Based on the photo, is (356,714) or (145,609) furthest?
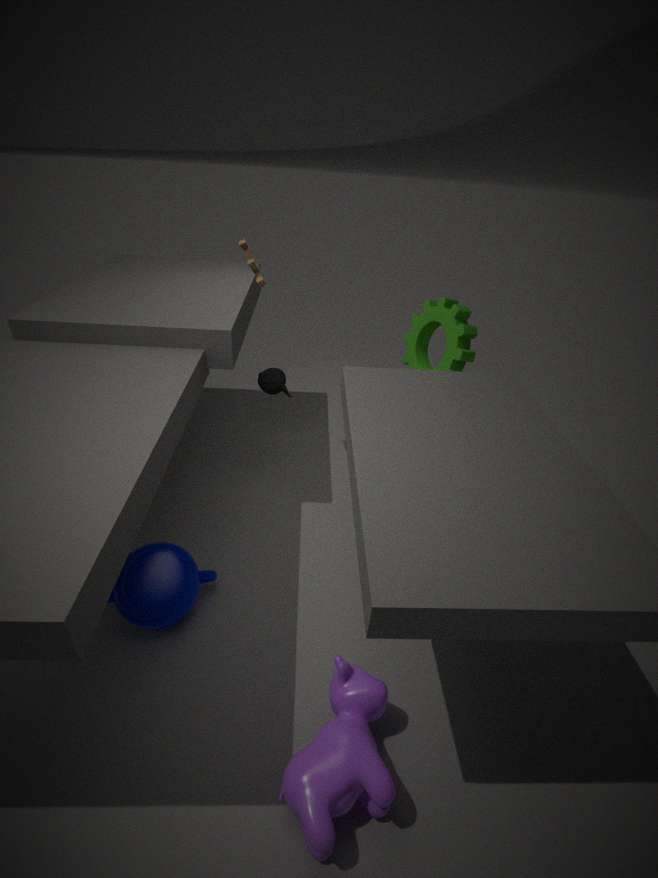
(145,609)
